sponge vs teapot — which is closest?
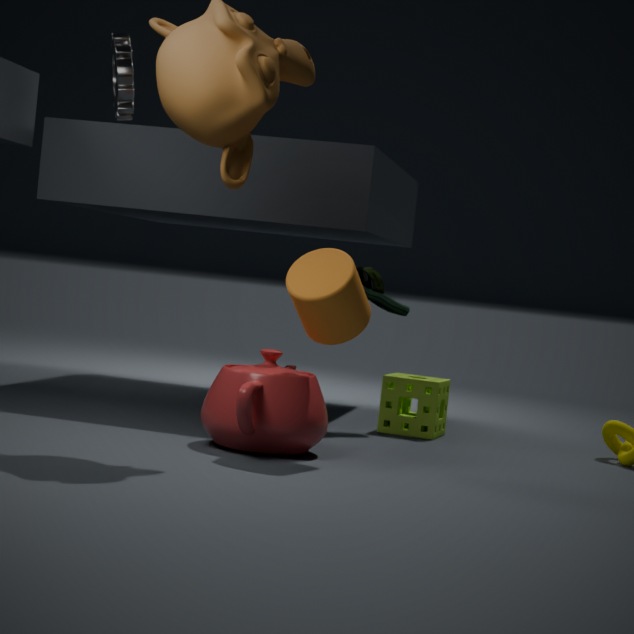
teapot
